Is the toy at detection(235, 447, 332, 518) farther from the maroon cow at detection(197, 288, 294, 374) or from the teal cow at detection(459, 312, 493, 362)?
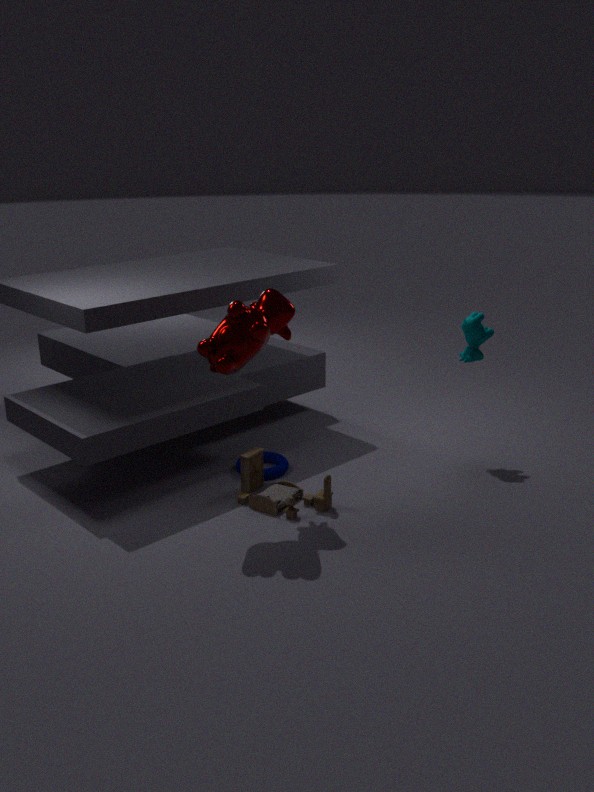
the teal cow at detection(459, 312, 493, 362)
